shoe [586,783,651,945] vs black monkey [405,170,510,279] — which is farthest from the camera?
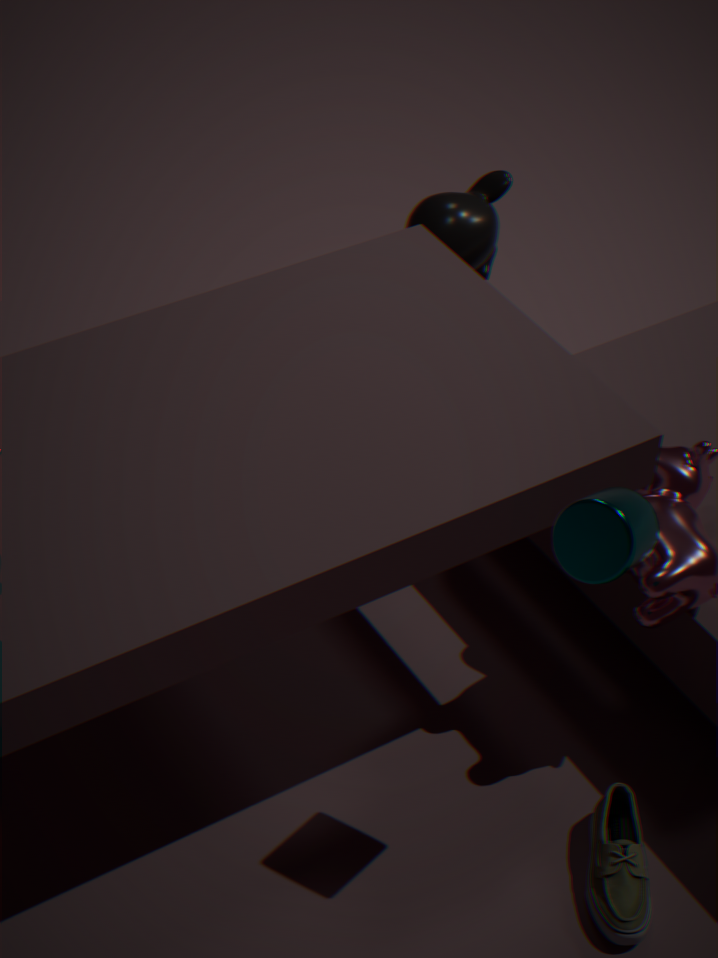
black monkey [405,170,510,279]
